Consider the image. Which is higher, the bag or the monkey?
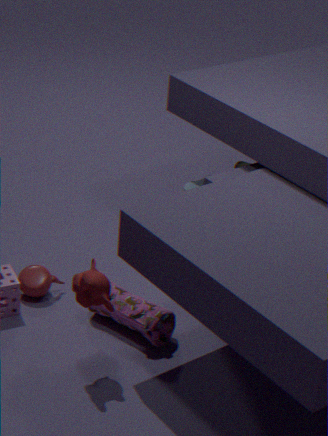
the monkey
